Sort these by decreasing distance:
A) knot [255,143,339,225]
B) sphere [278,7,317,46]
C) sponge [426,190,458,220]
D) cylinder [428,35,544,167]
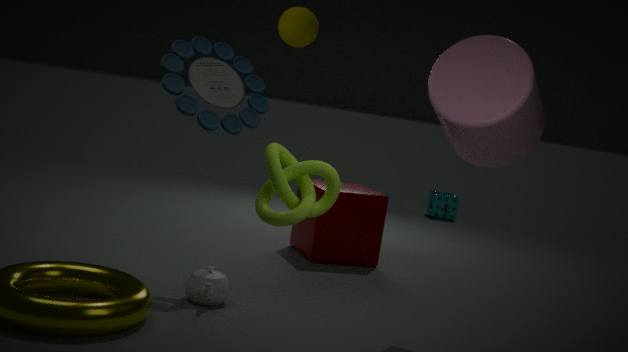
sponge [426,190,458,220] < sphere [278,7,317,46] < cylinder [428,35,544,167] < knot [255,143,339,225]
